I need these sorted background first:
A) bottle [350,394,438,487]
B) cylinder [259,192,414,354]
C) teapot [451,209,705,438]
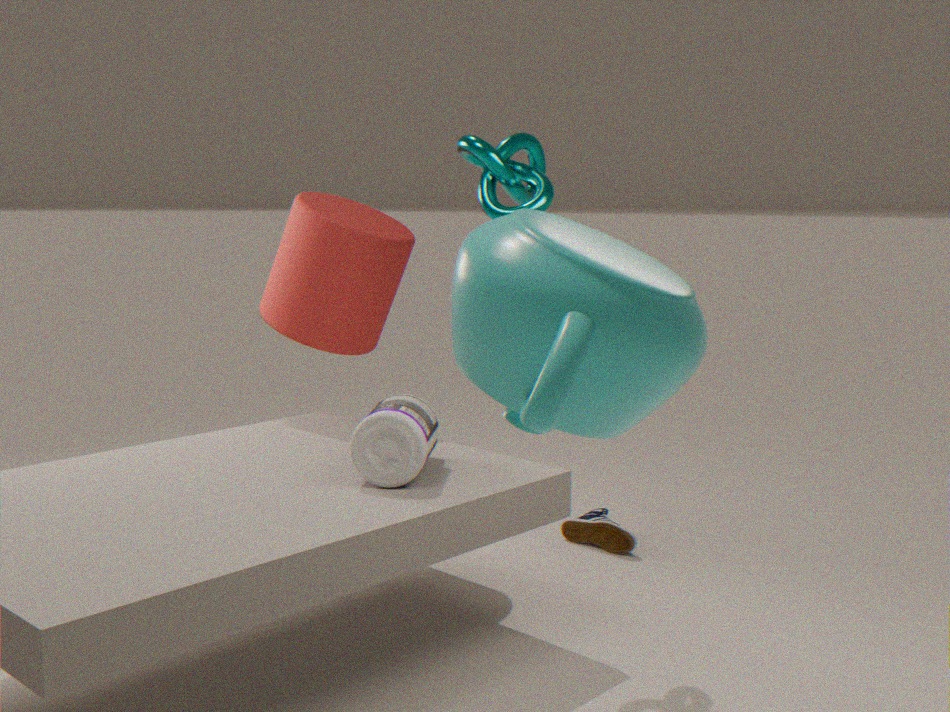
cylinder [259,192,414,354] → bottle [350,394,438,487] → teapot [451,209,705,438]
